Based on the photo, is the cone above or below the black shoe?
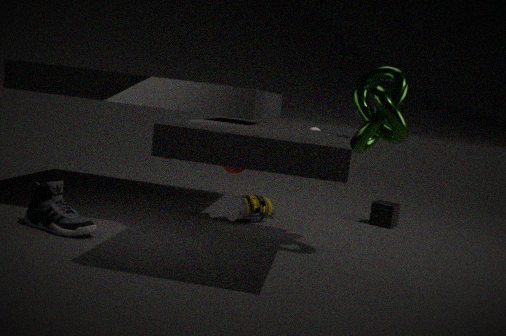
above
